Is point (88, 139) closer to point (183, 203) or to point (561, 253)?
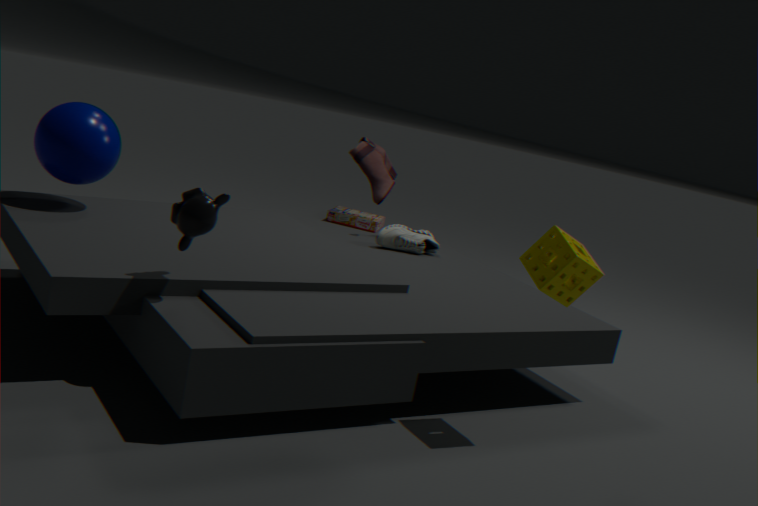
point (183, 203)
